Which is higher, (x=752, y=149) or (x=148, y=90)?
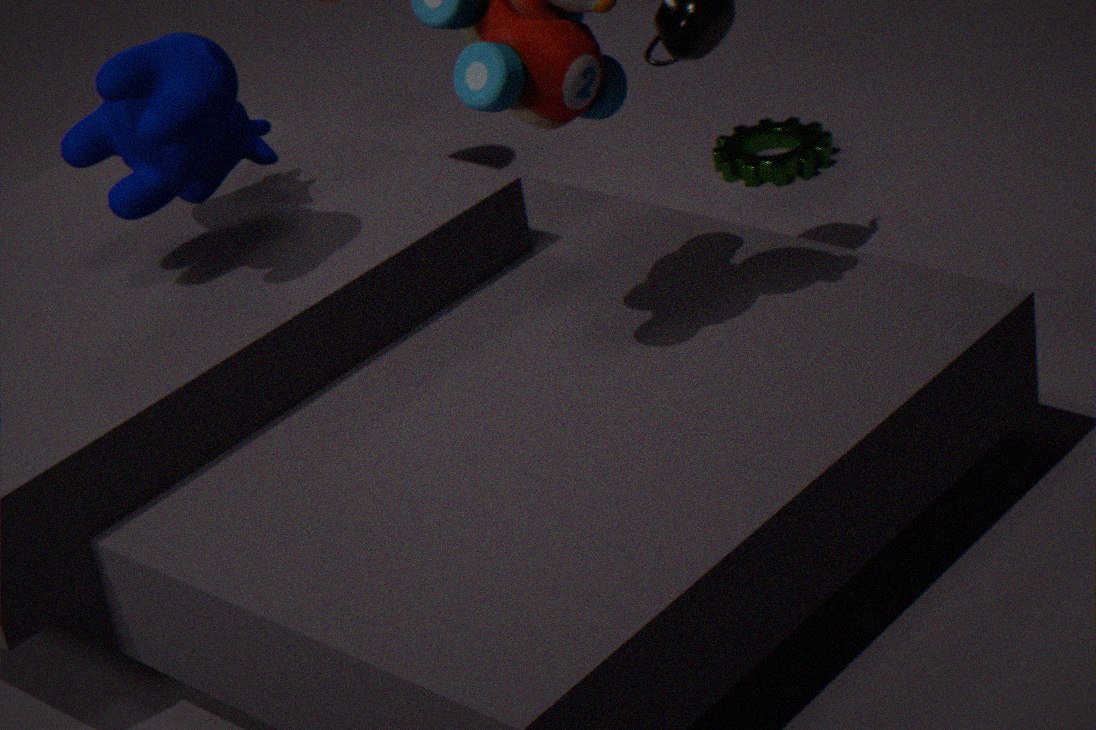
(x=148, y=90)
